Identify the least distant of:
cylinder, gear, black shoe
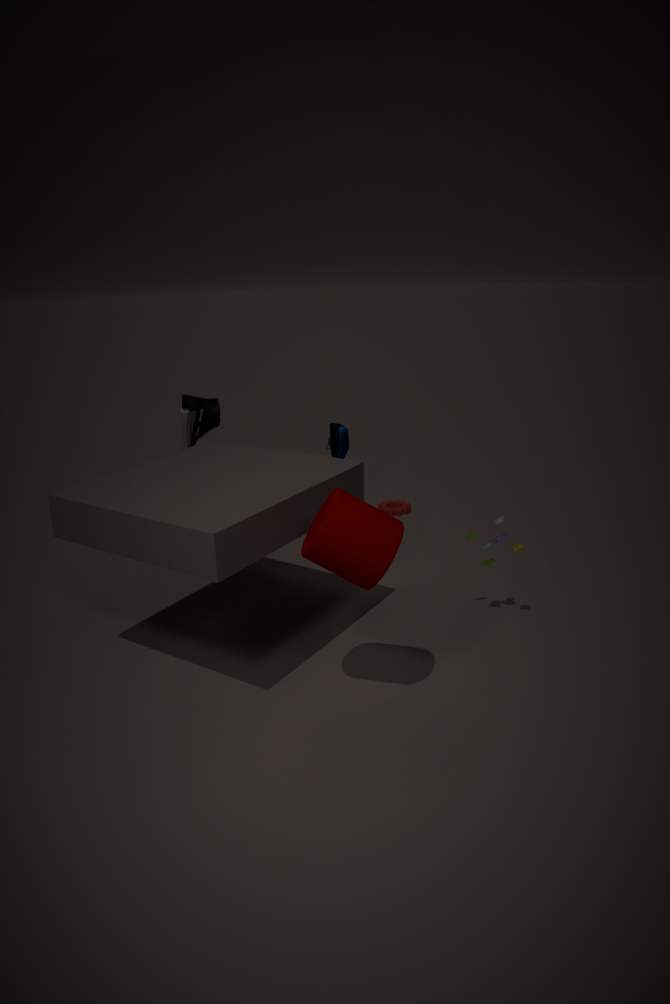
cylinder
